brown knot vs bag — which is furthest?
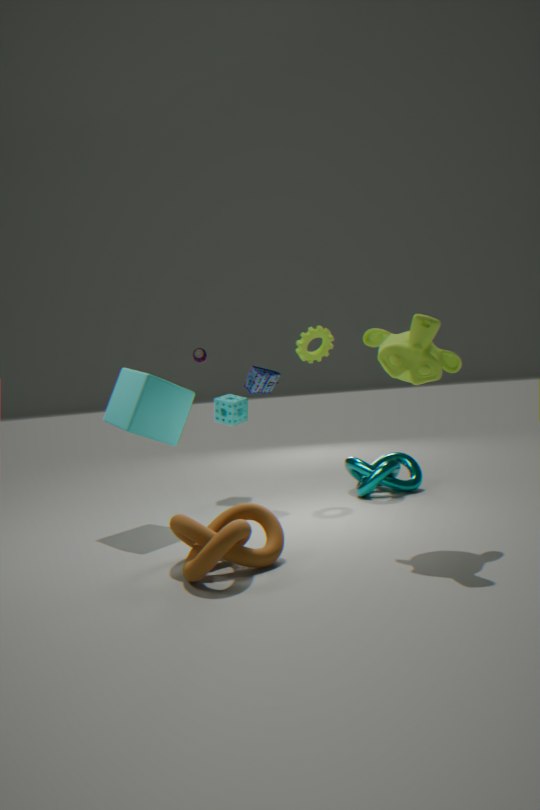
bag
